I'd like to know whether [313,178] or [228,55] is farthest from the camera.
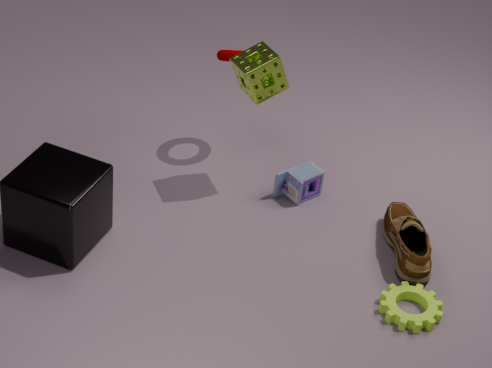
[313,178]
